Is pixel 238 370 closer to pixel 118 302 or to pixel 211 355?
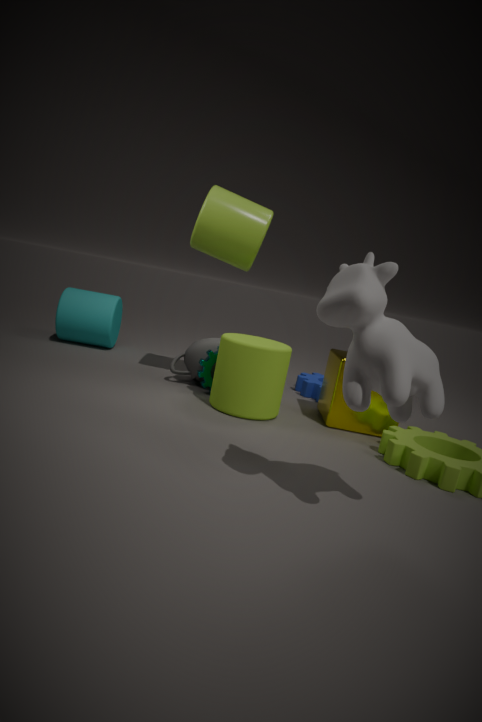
pixel 211 355
